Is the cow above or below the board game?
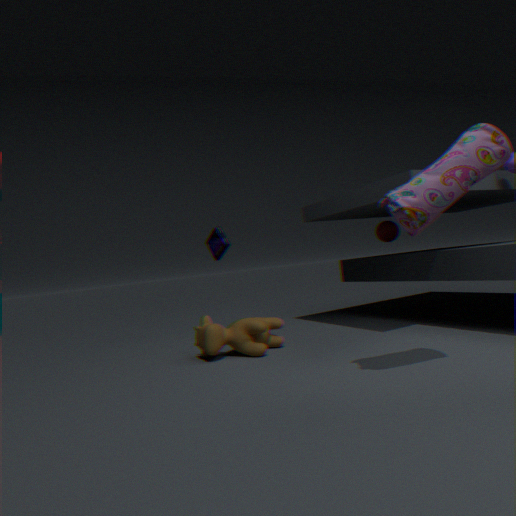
below
